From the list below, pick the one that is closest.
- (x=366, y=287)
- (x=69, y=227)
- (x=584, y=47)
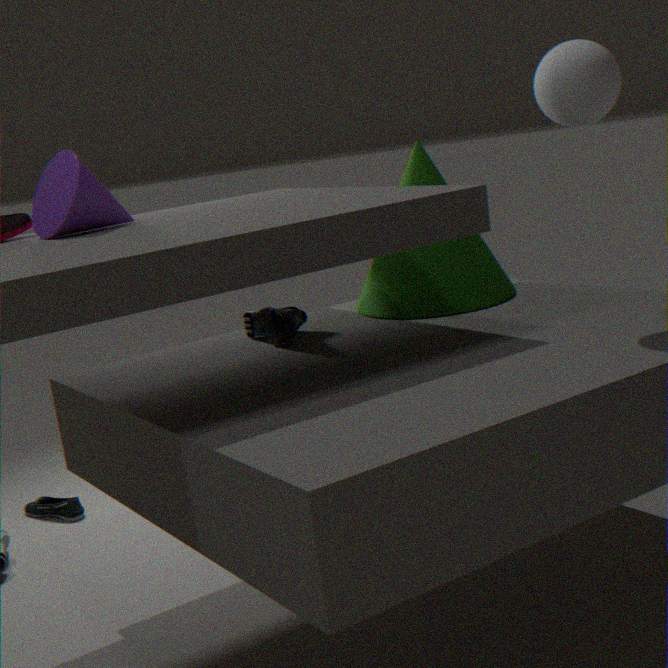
(x=584, y=47)
